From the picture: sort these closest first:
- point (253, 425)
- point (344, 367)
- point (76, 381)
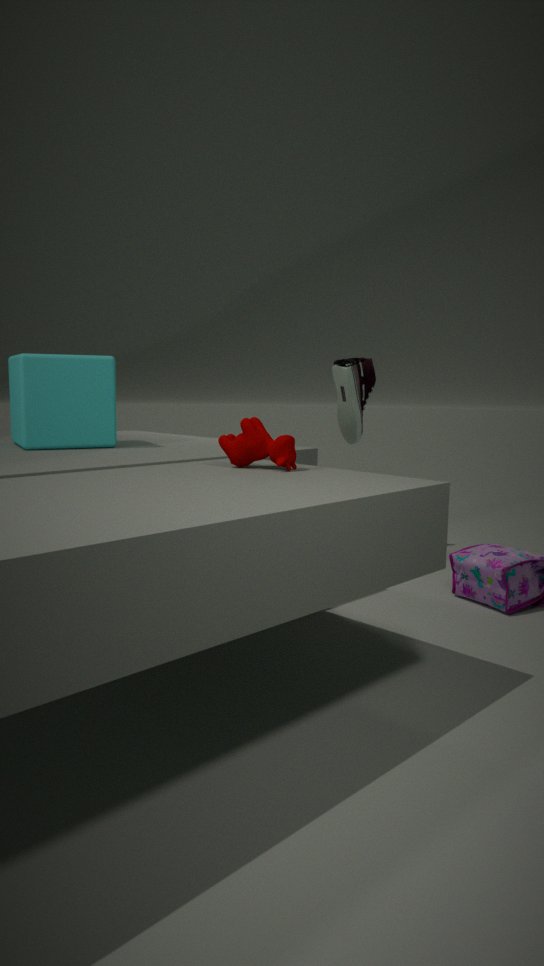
1. point (253, 425)
2. point (76, 381)
3. point (344, 367)
